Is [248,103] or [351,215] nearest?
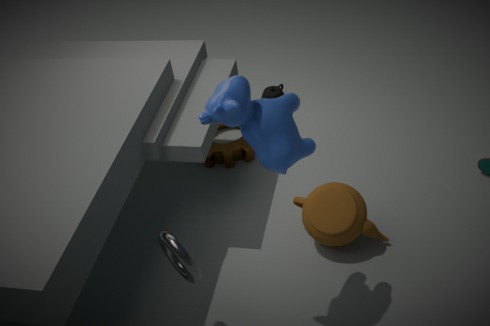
[248,103]
